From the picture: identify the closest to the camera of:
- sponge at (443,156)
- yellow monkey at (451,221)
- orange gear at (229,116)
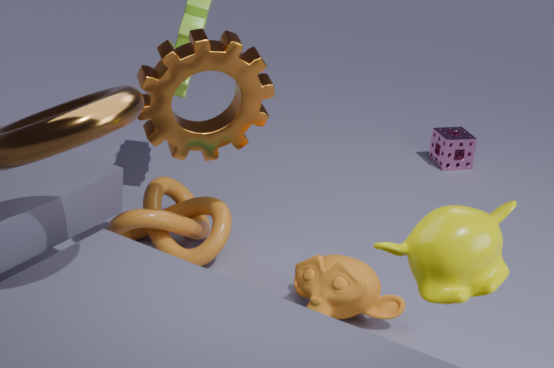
yellow monkey at (451,221)
